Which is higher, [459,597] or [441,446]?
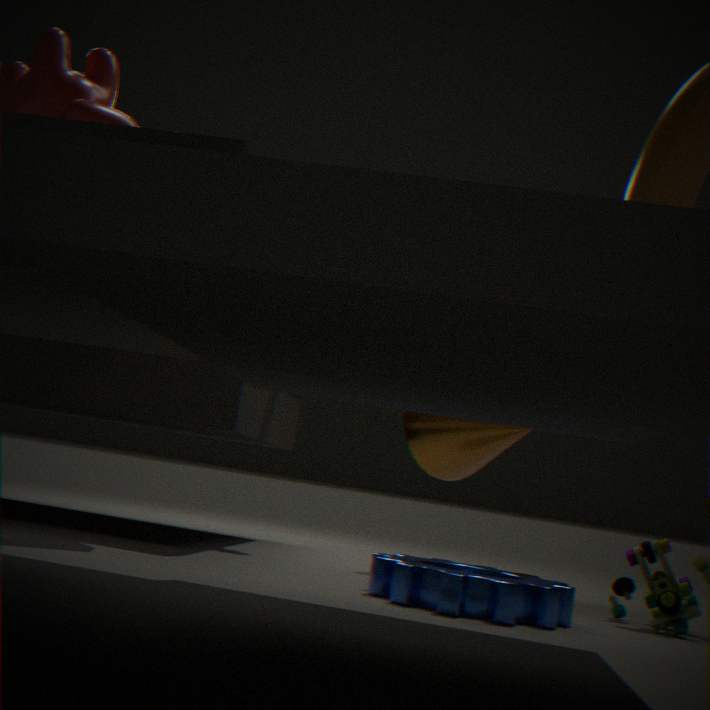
[441,446]
